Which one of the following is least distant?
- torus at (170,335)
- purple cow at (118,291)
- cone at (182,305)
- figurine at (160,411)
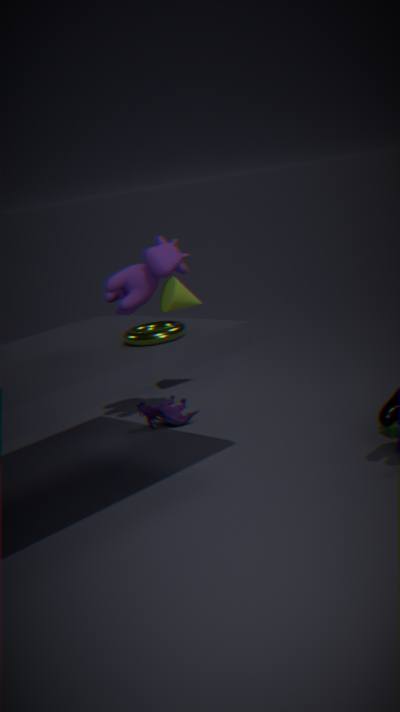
torus at (170,335)
